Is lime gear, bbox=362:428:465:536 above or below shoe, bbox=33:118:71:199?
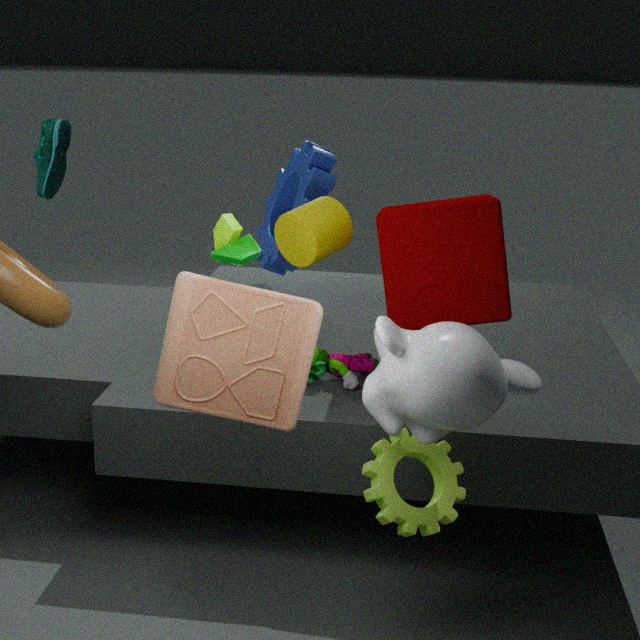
below
